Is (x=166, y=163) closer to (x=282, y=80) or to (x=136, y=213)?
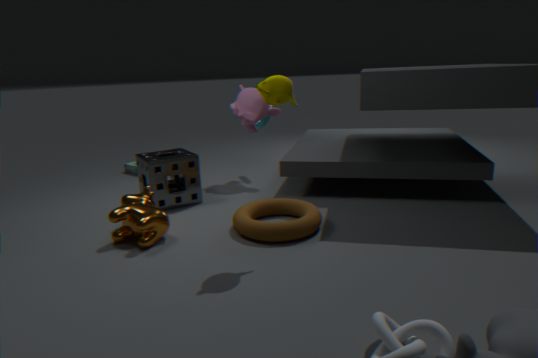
(x=136, y=213)
